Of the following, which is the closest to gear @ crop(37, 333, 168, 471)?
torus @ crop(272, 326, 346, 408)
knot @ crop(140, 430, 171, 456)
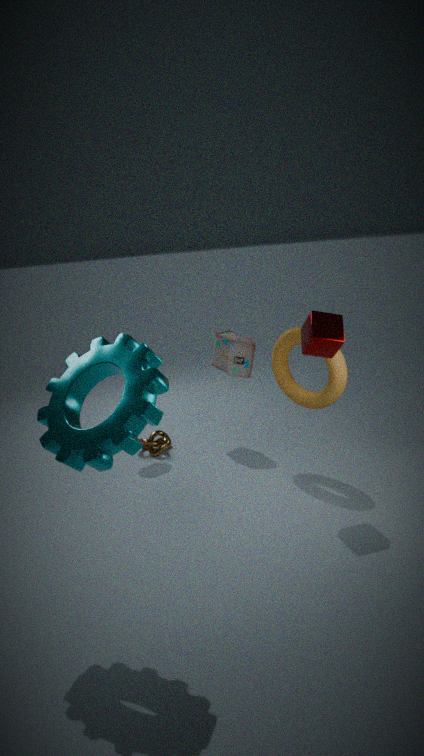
torus @ crop(272, 326, 346, 408)
